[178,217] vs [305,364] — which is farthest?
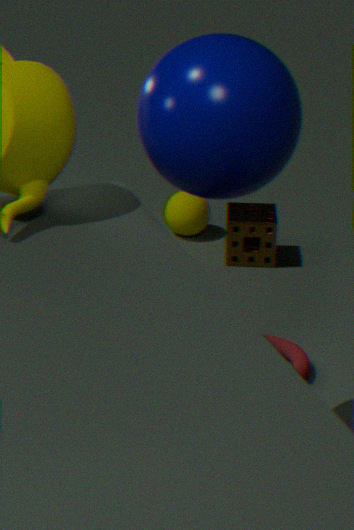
[178,217]
